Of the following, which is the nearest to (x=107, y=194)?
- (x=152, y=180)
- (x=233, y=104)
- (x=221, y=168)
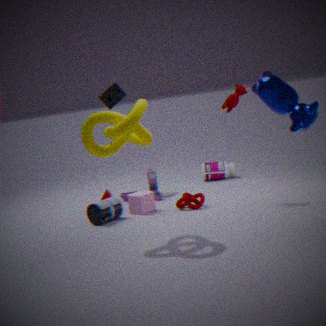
(x=152, y=180)
